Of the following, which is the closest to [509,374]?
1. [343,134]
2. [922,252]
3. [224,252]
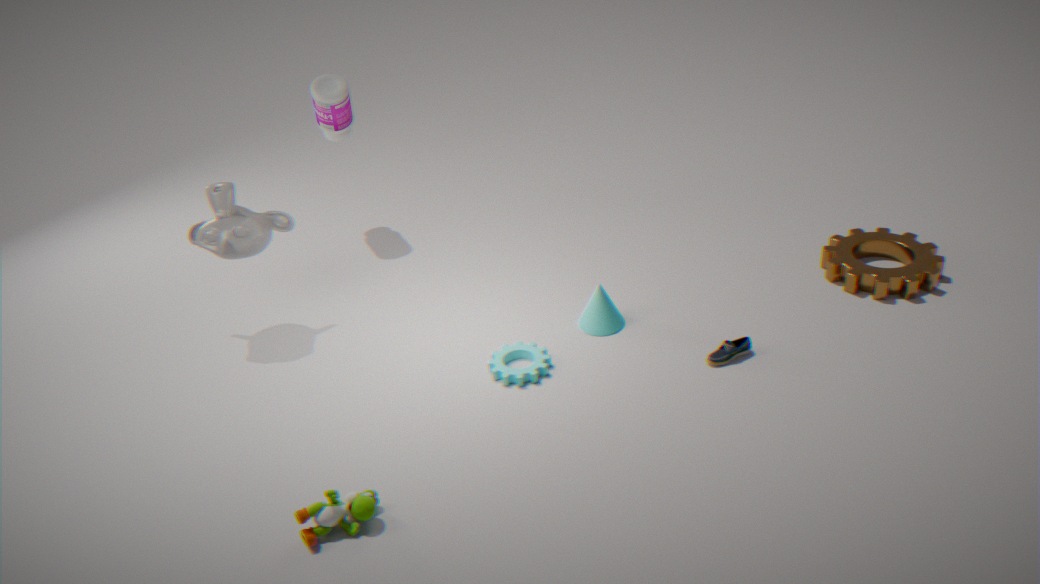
[224,252]
